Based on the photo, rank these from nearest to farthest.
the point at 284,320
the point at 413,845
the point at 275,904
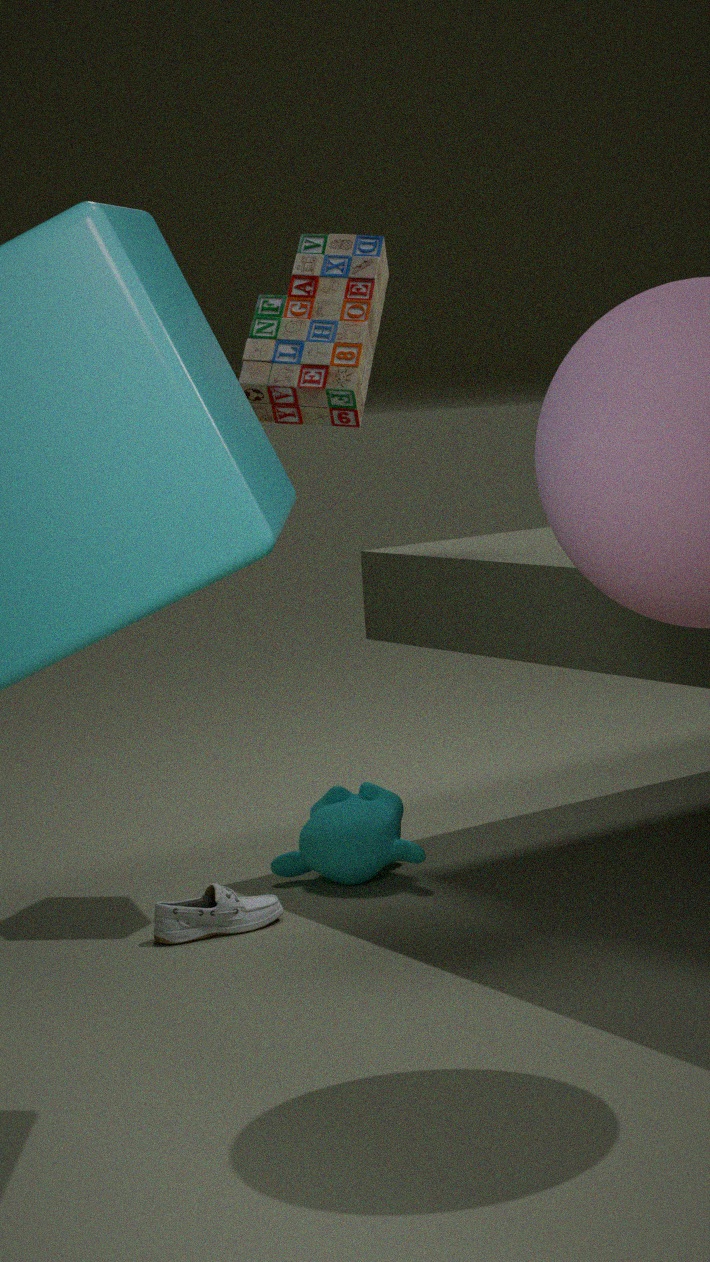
the point at 275,904
the point at 284,320
the point at 413,845
